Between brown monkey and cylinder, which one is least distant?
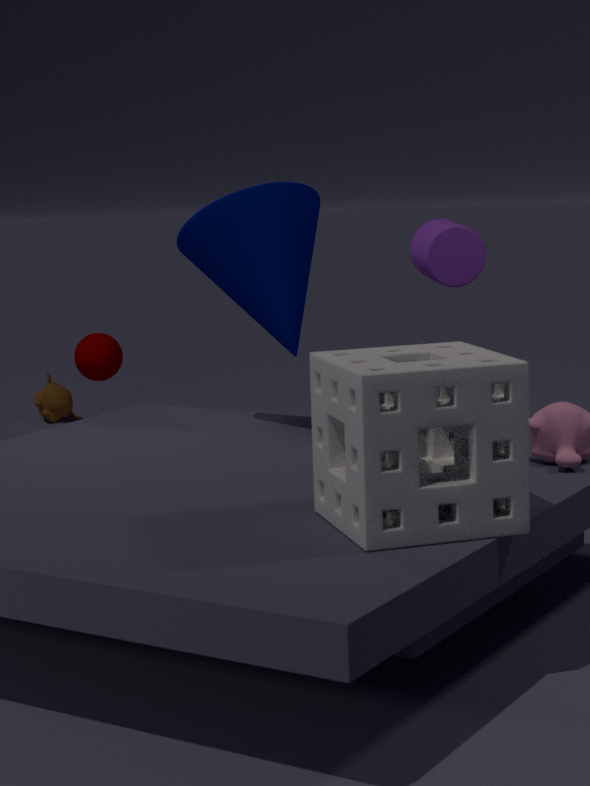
cylinder
